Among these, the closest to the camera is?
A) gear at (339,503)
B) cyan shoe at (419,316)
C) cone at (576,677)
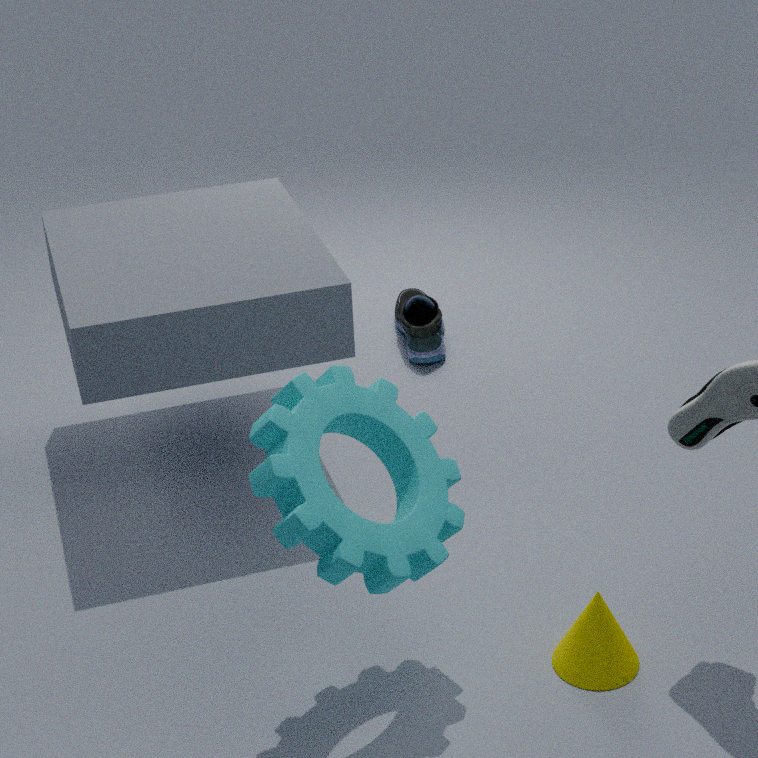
gear at (339,503)
